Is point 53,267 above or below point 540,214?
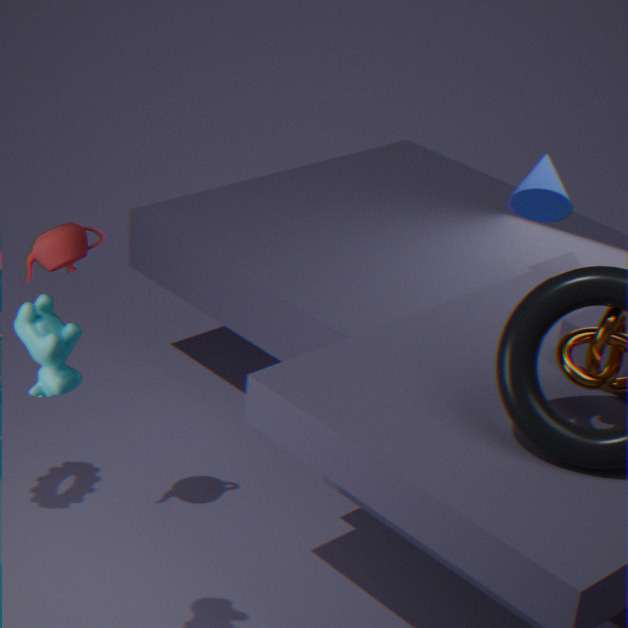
above
